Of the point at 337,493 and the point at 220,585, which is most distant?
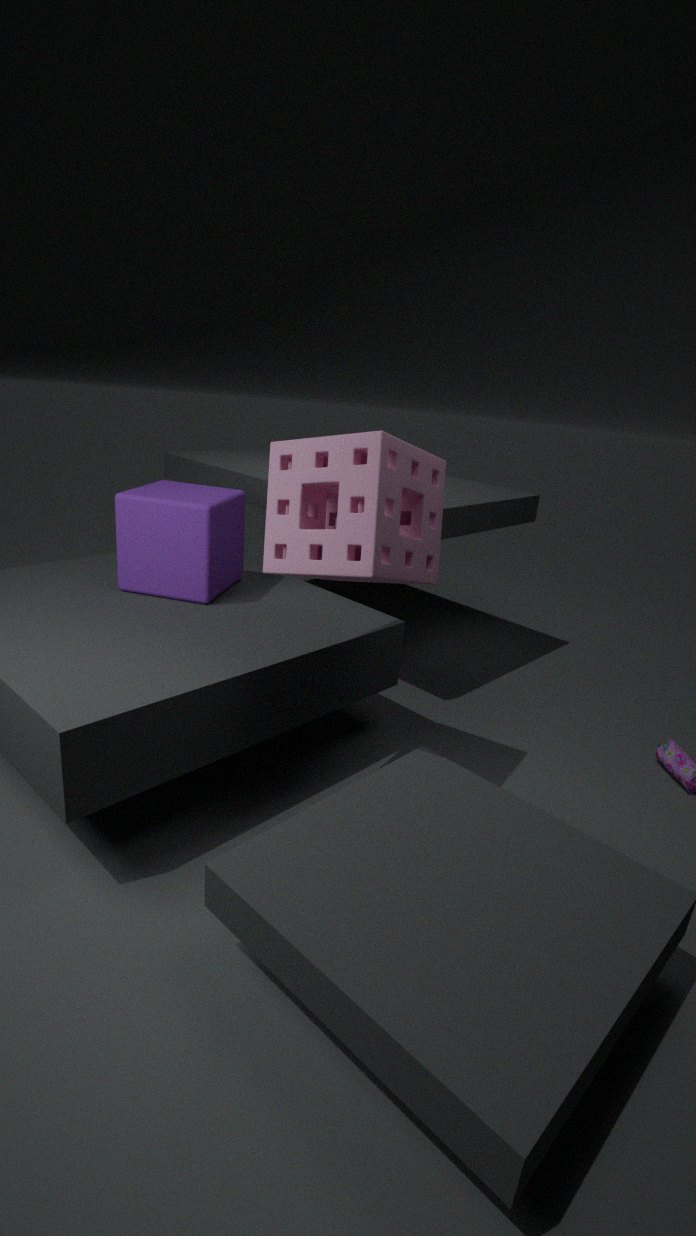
the point at 220,585
